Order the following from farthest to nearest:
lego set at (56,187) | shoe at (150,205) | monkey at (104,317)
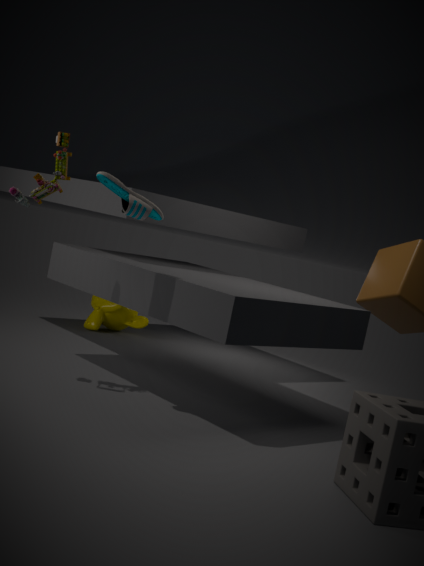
monkey at (104,317), lego set at (56,187), shoe at (150,205)
